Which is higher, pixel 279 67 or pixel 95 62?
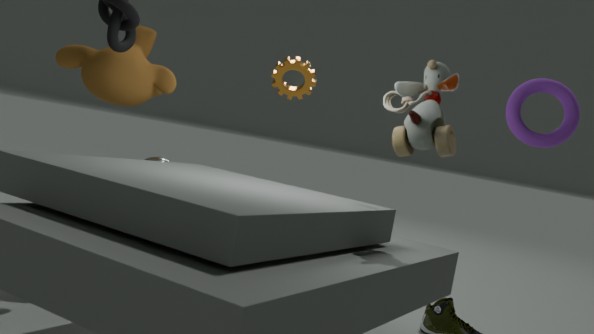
pixel 279 67
